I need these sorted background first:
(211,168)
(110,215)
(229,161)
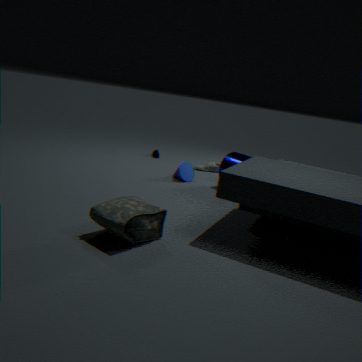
(211,168) → (229,161) → (110,215)
